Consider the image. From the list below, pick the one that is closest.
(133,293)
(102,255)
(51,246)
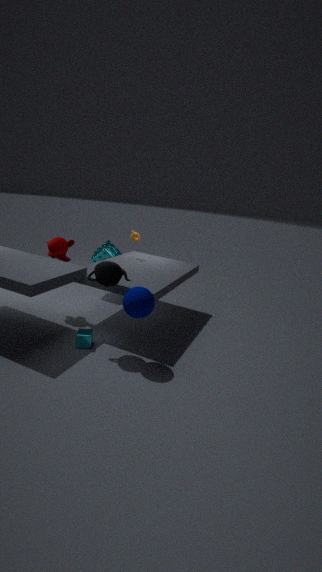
(133,293)
